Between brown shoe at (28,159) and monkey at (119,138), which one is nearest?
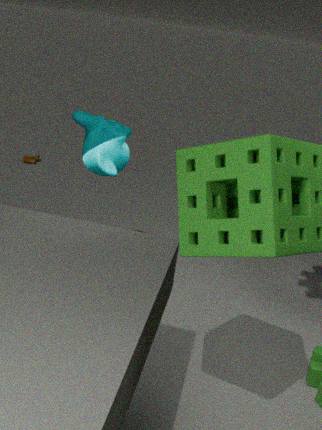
monkey at (119,138)
